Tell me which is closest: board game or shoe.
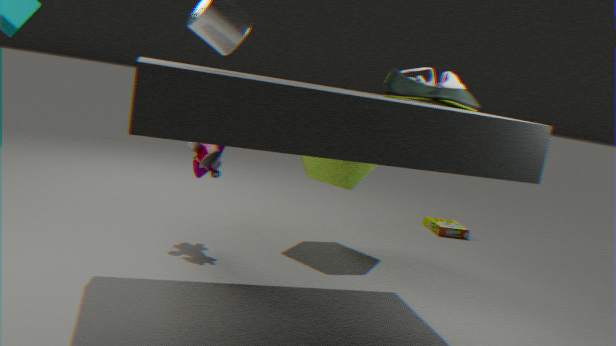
shoe
